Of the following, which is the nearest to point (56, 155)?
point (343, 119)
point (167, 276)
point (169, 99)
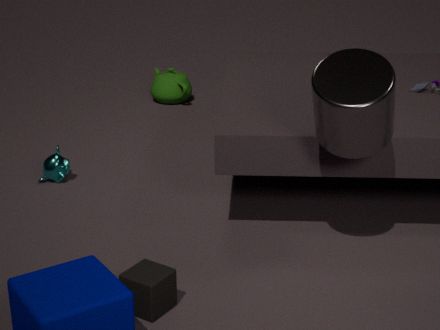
point (167, 276)
